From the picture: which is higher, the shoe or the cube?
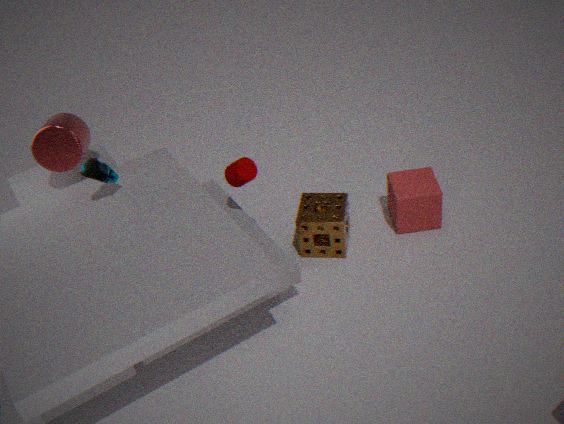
the shoe
